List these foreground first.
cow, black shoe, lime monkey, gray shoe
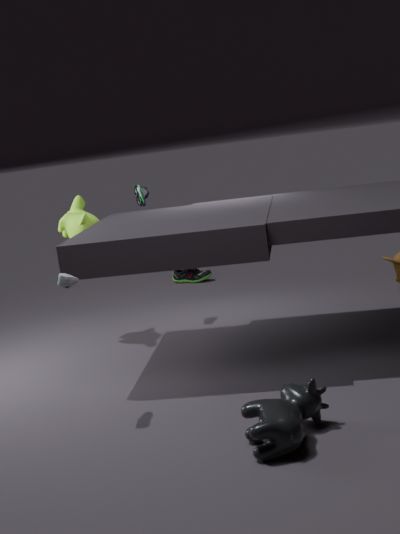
1. cow
2. gray shoe
3. lime monkey
4. black shoe
